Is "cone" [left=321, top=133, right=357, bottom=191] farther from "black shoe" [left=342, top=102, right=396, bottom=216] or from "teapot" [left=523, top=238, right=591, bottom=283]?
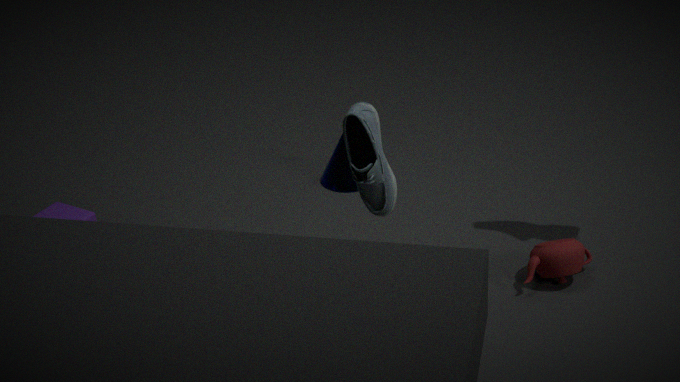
"teapot" [left=523, top=238, right=591, bottom=283]
